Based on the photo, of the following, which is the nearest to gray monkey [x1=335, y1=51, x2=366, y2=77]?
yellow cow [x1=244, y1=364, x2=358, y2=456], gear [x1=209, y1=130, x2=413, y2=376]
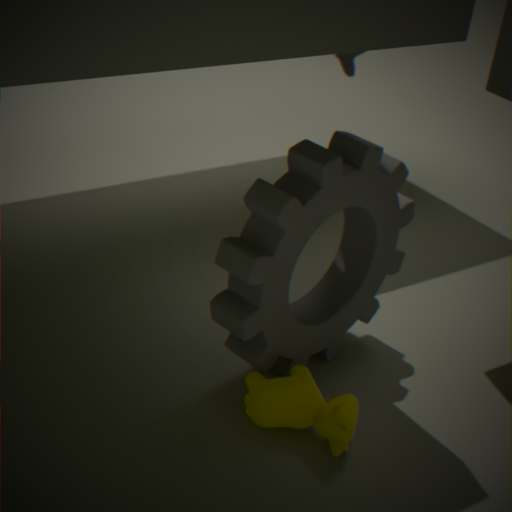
gear [x1=209, y1=130, x2=413, y2=376]
